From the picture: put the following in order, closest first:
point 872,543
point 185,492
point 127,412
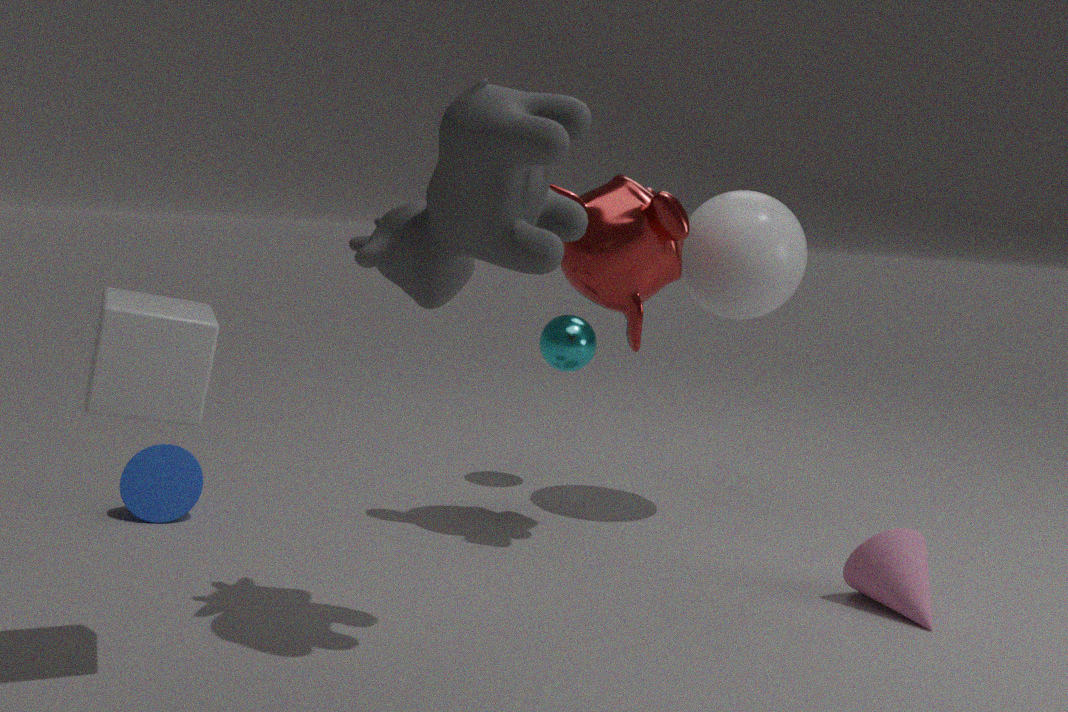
1. point 127,412
2. point 872,543
3. point 185,492
